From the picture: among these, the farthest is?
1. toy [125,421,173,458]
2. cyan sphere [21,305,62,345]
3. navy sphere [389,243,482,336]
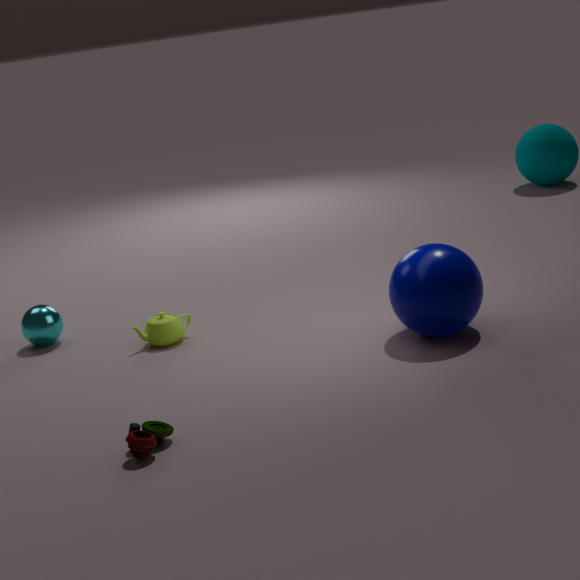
cyan sphere [21,305,62,345]
